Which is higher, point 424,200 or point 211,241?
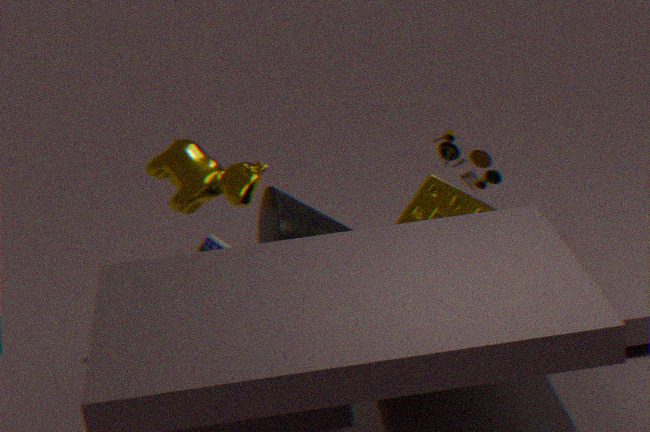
point 211,241
